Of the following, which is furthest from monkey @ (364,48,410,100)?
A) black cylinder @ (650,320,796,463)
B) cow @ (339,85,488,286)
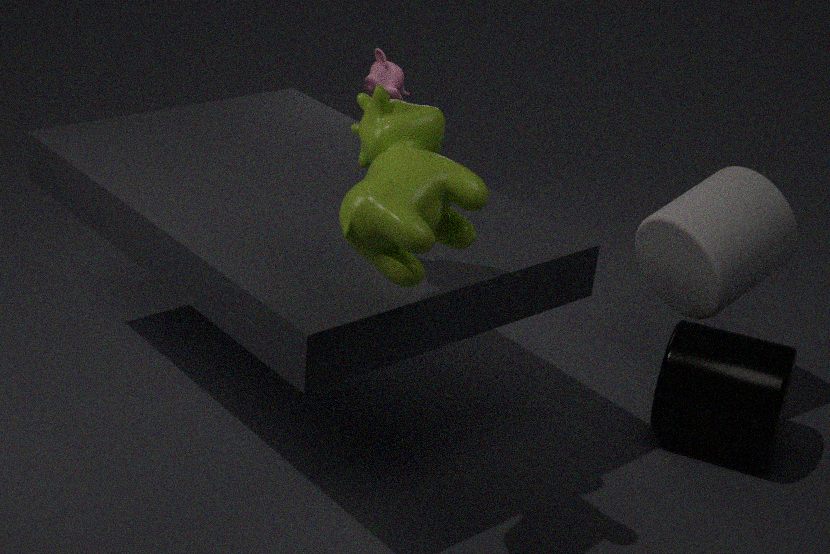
cow @ (339,85,488,286)
